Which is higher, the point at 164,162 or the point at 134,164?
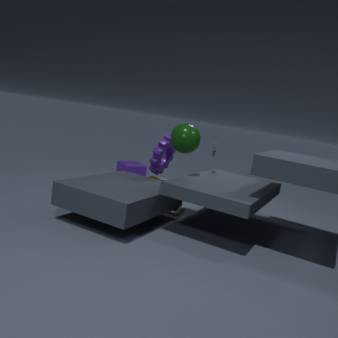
the point at 164,162
